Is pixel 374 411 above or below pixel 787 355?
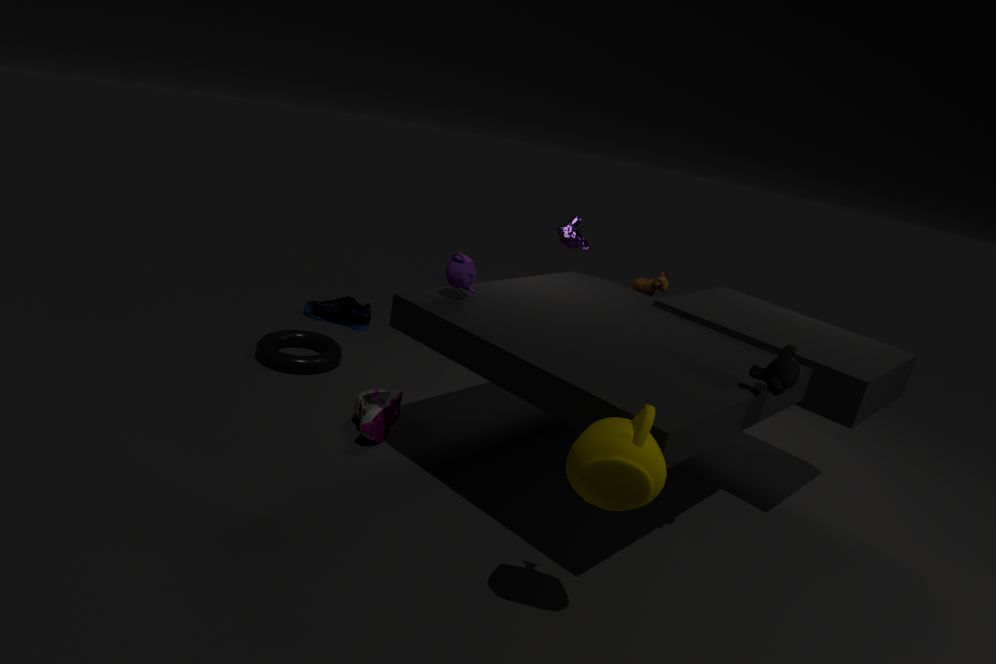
below
